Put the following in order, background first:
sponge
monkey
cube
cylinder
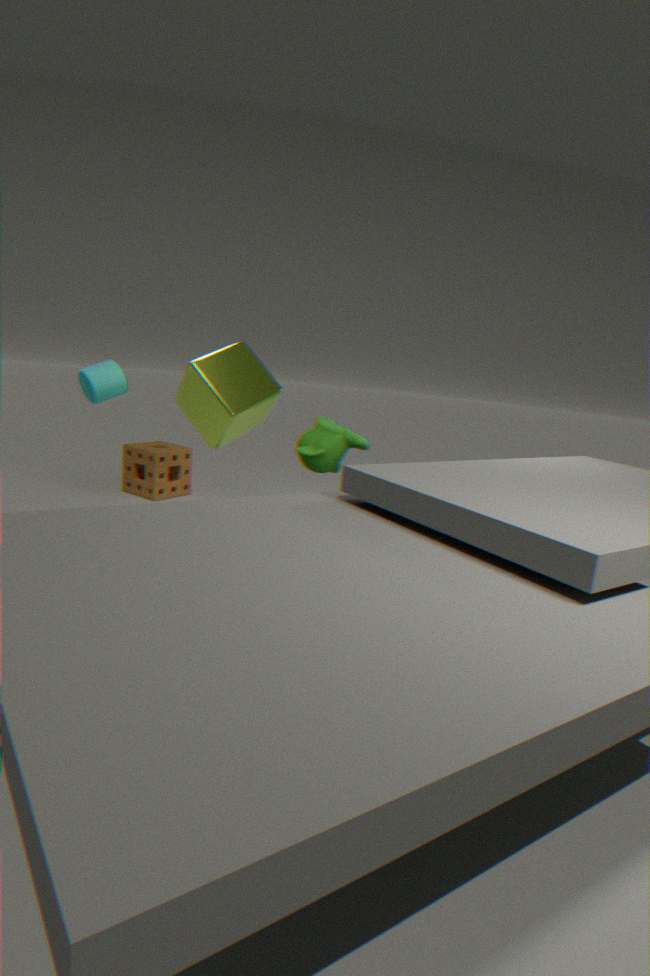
1. sponge
2. monkey
3. cube
4. cylinder
